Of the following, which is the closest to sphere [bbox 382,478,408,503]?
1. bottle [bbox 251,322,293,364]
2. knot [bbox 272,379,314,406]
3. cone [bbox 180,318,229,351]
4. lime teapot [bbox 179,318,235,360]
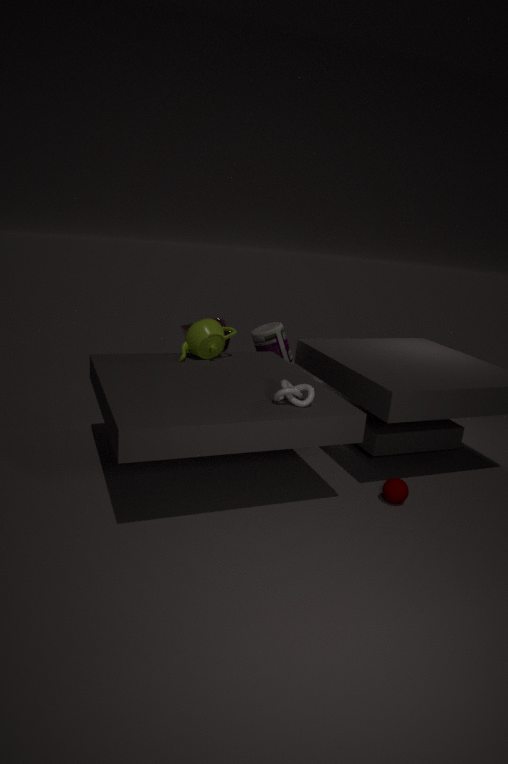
knot [bbox 272,379,314,406]
